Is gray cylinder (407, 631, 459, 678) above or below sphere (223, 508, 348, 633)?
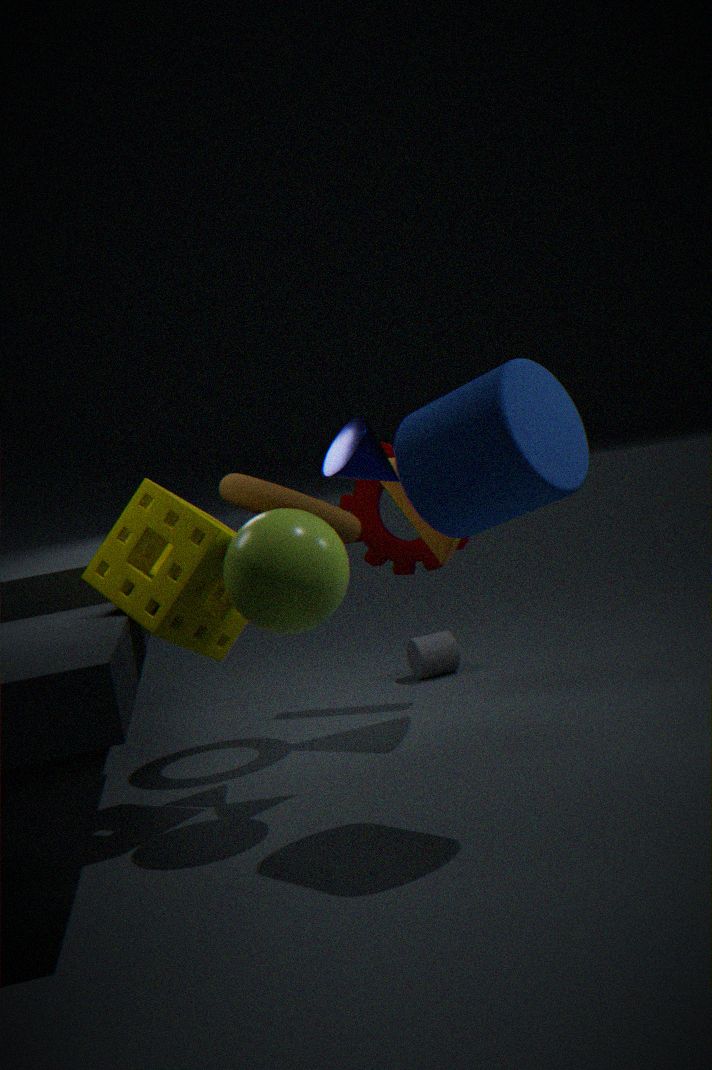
below
